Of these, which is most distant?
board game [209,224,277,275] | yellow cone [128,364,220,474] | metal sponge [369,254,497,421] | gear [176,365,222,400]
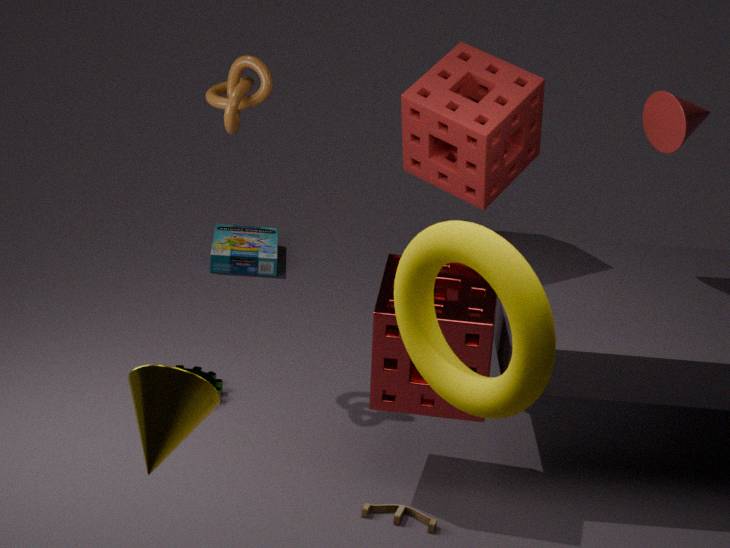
board game [209,224,277,275]
